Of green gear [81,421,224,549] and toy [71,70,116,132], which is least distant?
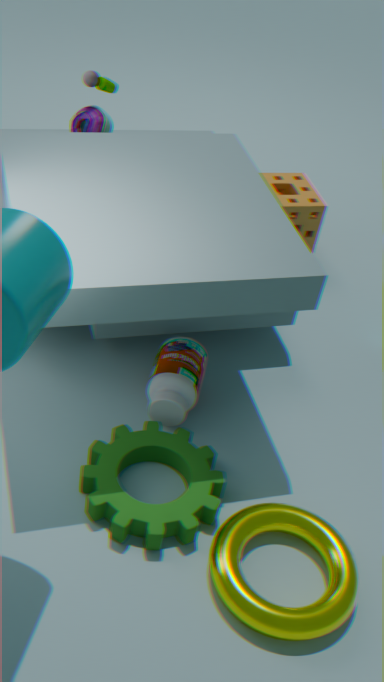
green gear [81,421,224,549]
